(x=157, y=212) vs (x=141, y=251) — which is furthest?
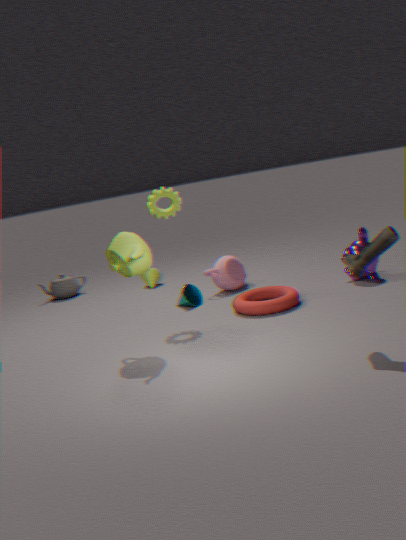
(x=157, y=212)
